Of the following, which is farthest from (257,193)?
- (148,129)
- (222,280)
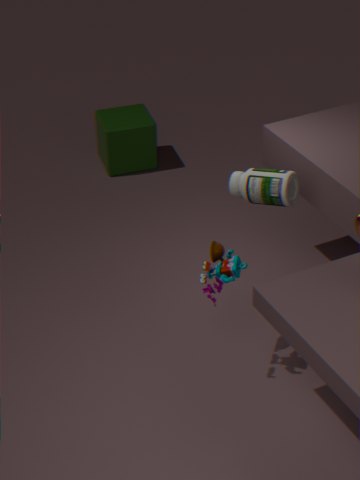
(148,129)
